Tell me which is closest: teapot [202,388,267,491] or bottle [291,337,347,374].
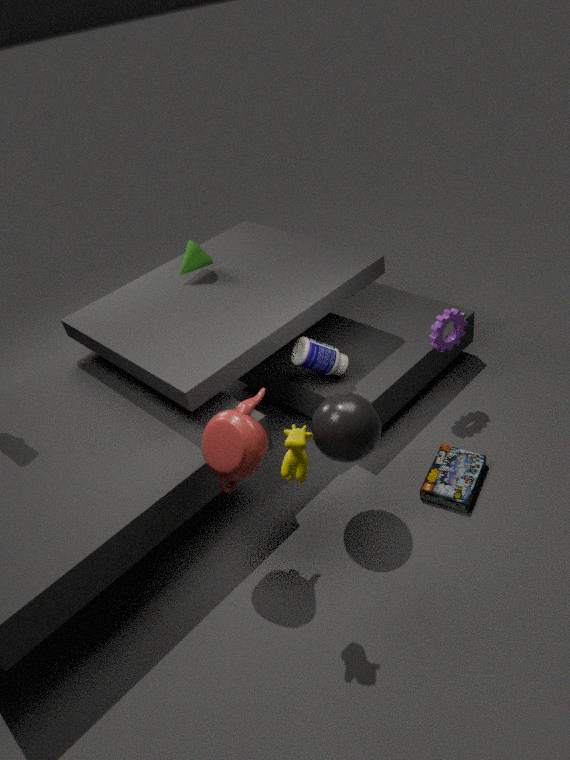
teapot [202,388,267,491]
